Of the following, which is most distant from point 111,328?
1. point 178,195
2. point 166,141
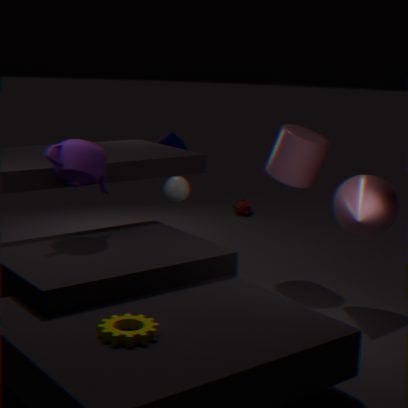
point 166,141
